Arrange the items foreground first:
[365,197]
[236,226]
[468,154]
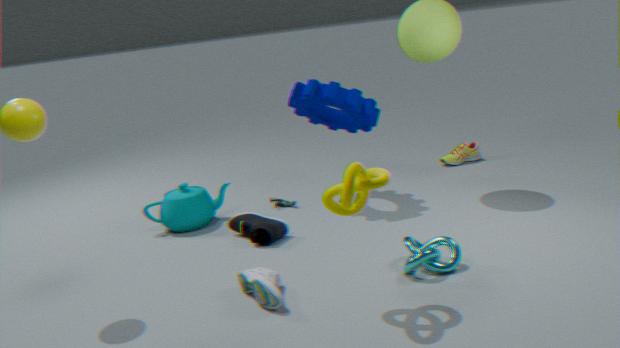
1. [365,197]
2. [236,226]
3. [468,154]
